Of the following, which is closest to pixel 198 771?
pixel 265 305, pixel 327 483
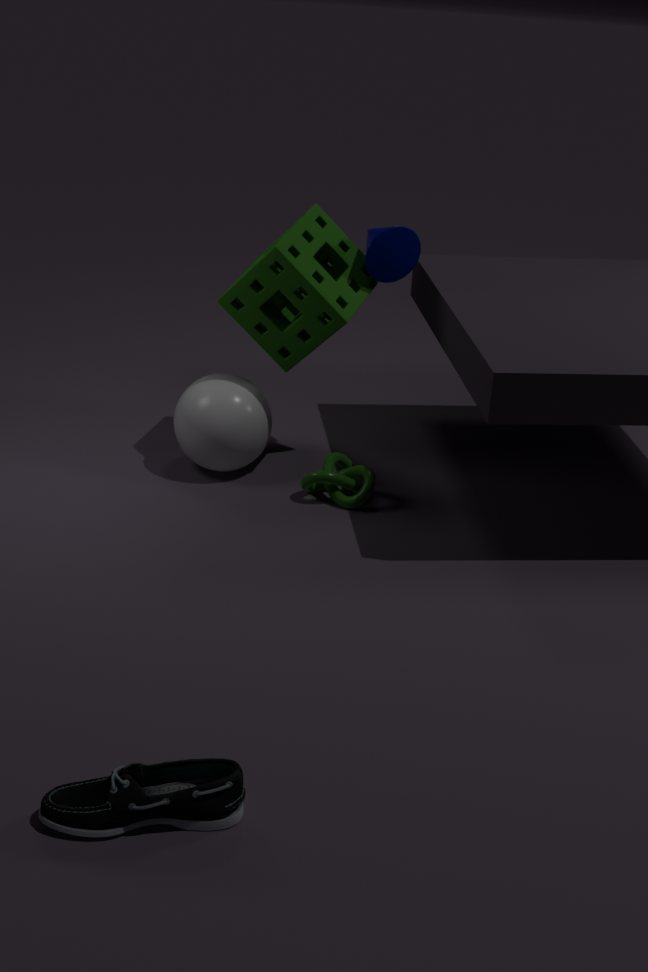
pixel 327 483
